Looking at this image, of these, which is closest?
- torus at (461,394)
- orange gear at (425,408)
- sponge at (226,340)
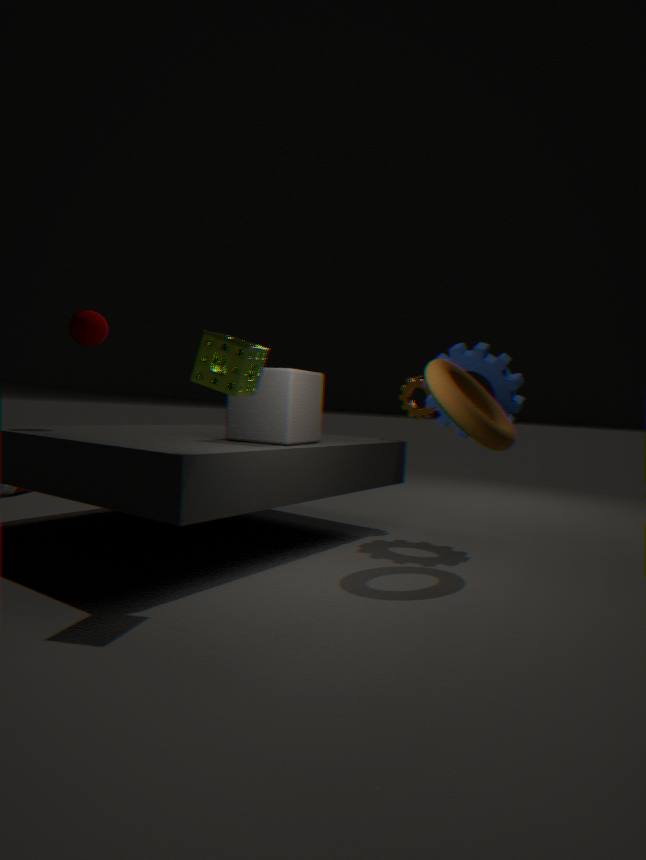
sponge at (226,340)
